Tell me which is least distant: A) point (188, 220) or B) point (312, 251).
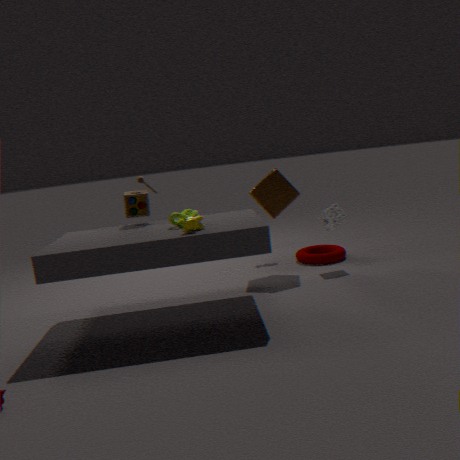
A. point (188, 220)
